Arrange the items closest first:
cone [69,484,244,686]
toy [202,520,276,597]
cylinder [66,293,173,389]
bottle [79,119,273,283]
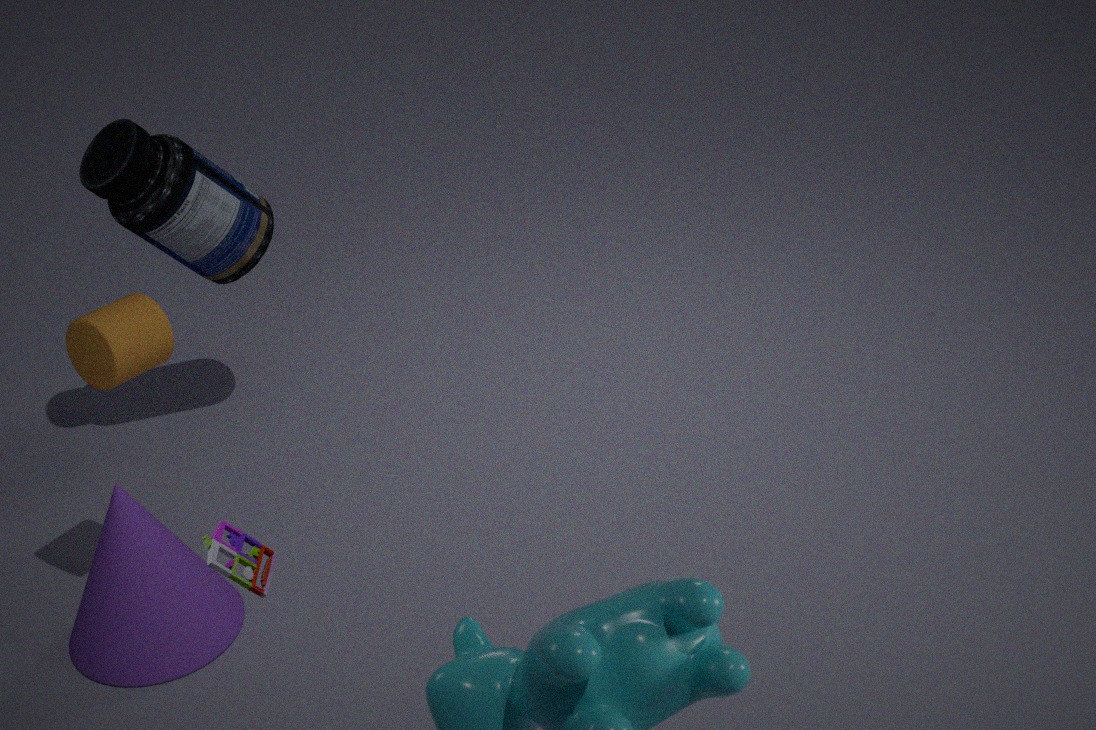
toy [202,520,276,597] < cylinder [66,293,173,389] < cone [69,484,244,686] < bottle [79,119,273,283]
